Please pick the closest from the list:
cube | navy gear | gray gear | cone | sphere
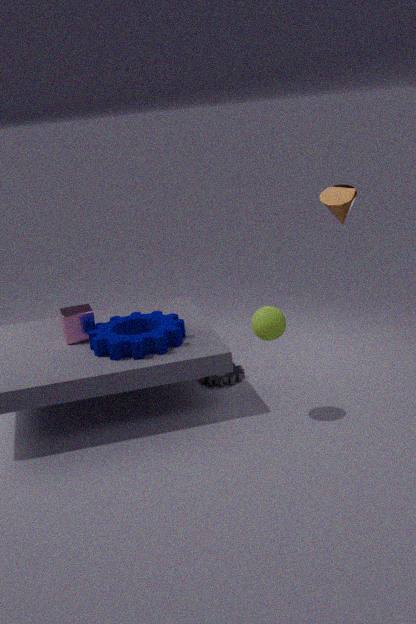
sphere
